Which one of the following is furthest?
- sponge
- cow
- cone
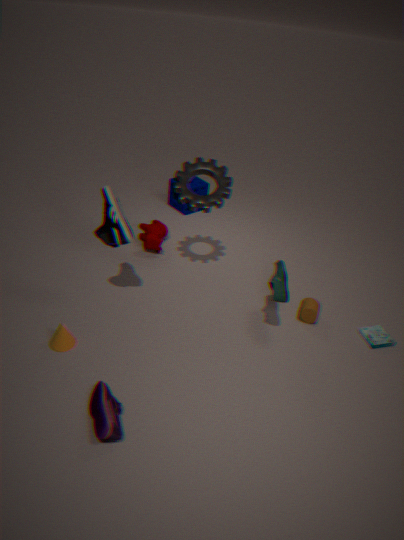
sponge
